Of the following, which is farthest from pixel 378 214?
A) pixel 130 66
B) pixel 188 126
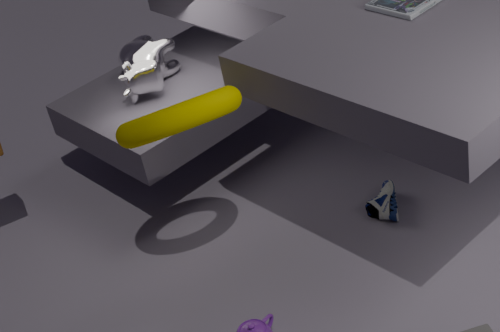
pixel 130 66
